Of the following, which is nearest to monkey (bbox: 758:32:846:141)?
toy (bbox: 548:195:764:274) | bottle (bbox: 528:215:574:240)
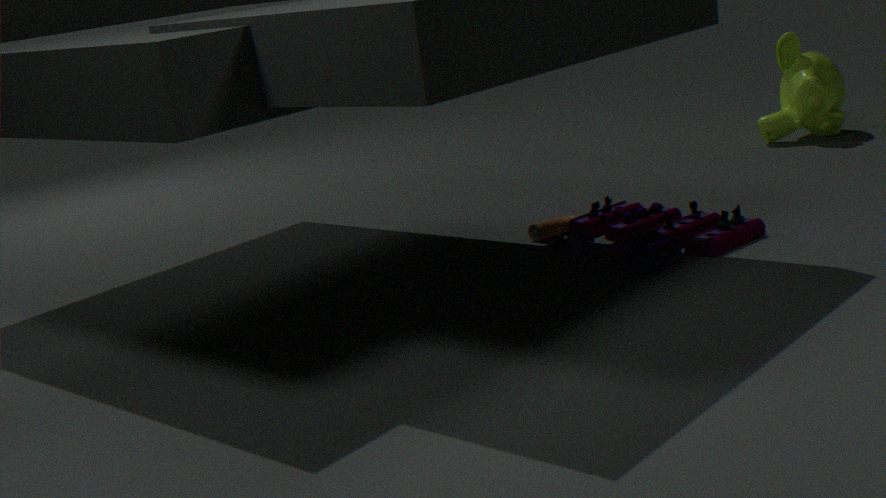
toy (bbox: 548:195:764:274)
